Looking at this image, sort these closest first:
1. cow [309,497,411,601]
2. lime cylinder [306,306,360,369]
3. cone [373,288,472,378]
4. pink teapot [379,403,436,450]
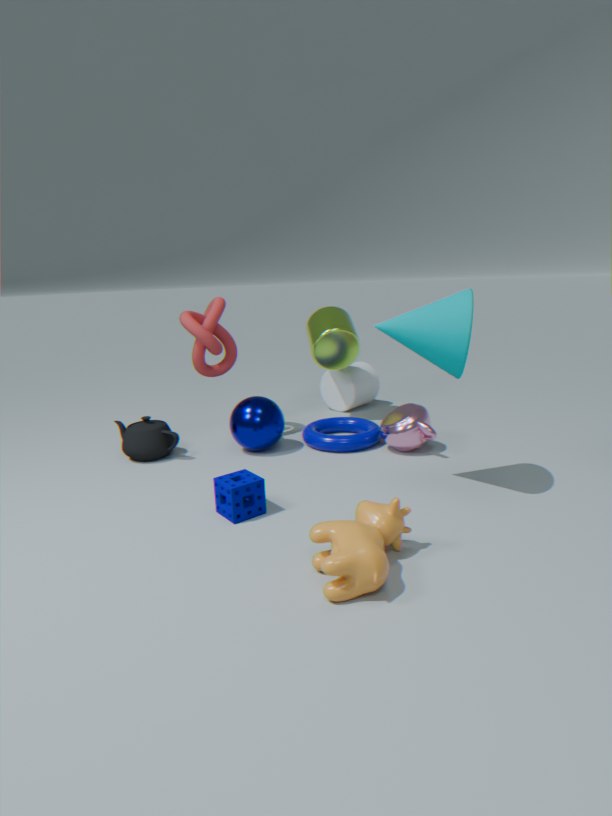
cow [309,497,411,601]
cone [373,288,472,378]
pink teapot [379,403,436,450]
lime cylinder [306,306,360,369]
